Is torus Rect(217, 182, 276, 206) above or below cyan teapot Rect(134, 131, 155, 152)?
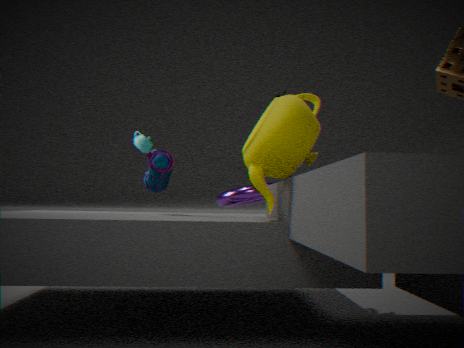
below
